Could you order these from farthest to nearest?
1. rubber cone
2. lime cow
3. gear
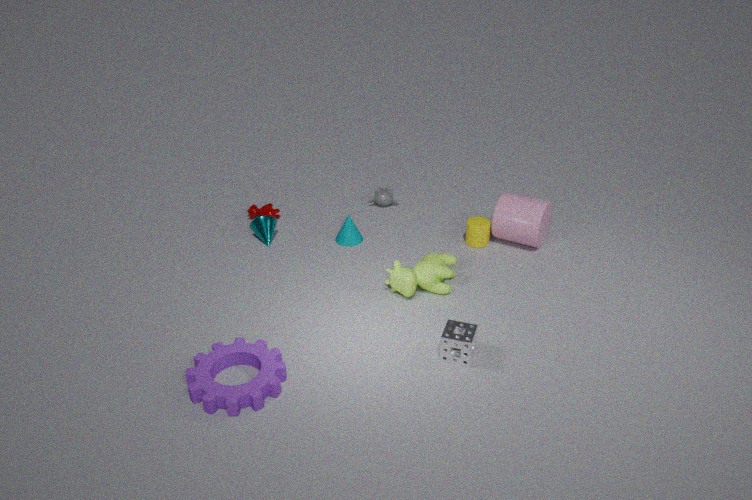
rubber cone → lime cow → gear
